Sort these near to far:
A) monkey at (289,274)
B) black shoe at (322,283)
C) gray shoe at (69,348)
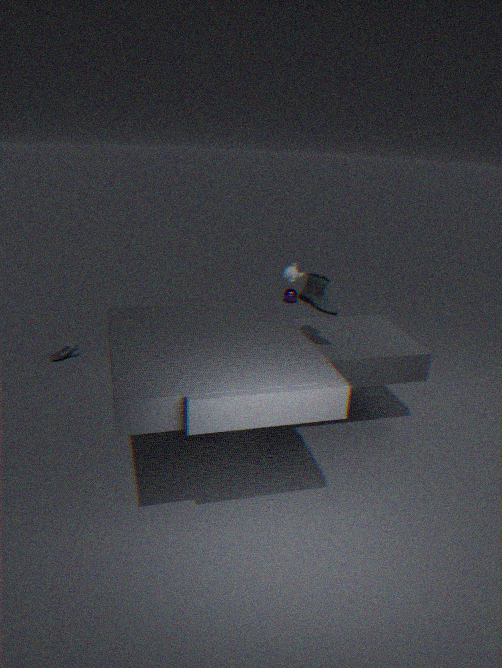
black shoe at (322,283) → gray shoe at (69,348) → monkey at (289,274)
